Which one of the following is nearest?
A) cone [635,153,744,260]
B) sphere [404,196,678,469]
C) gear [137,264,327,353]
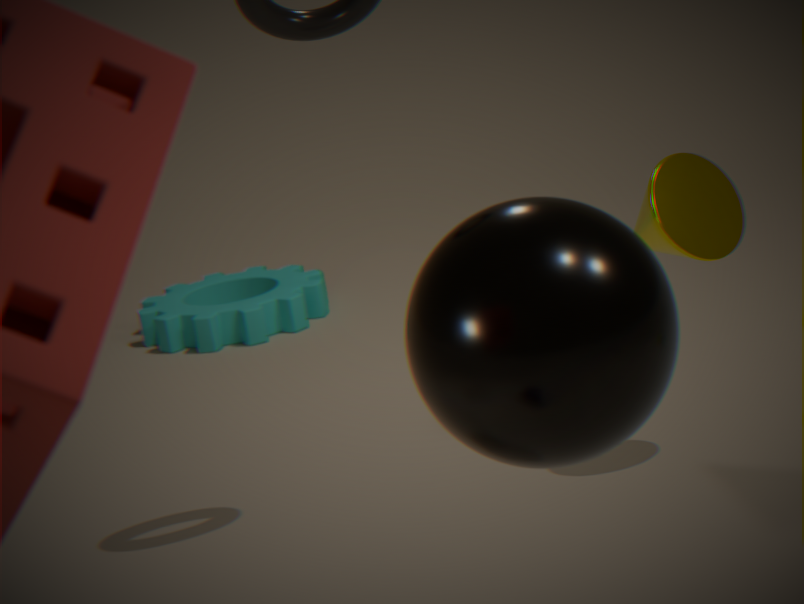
sphere [404,196,678,469]
